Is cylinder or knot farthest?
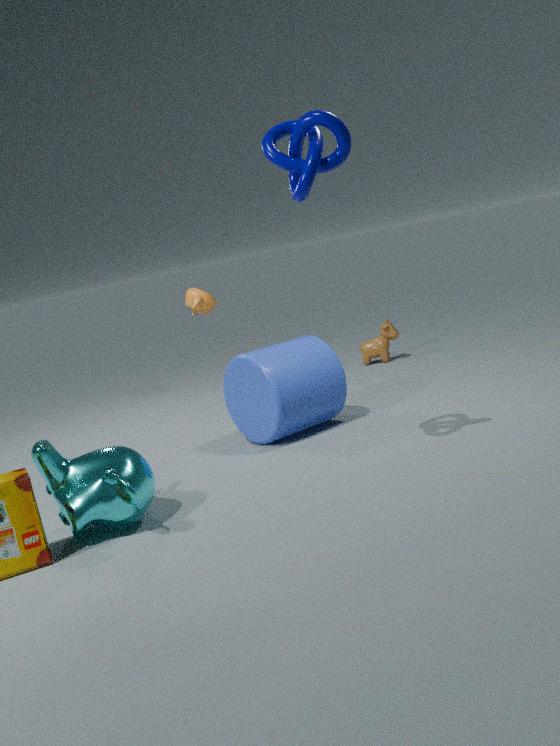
cylinder
